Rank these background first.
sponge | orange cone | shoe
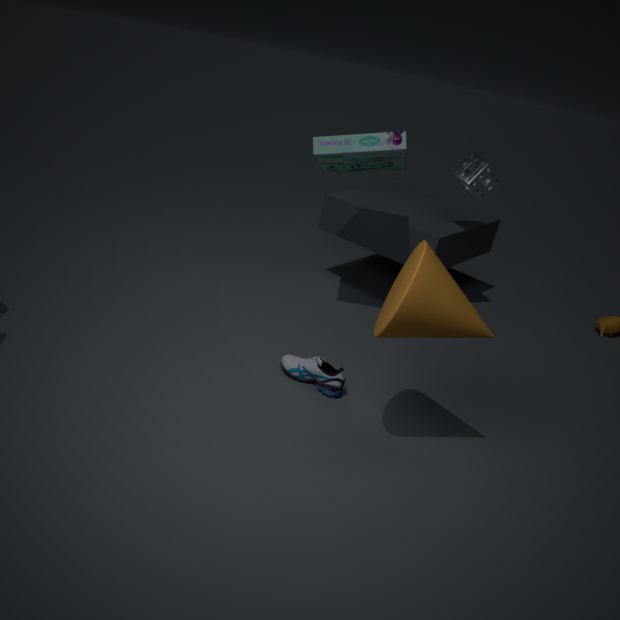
sponge < shoe < orange cone
